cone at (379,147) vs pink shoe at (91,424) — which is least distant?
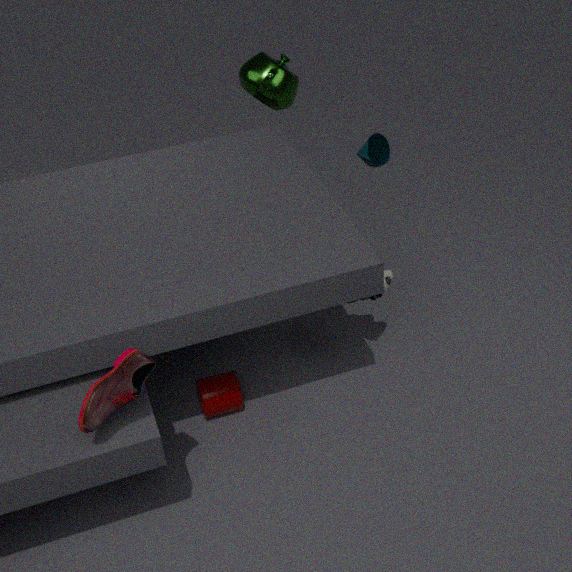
pink shoe at (91,424)
